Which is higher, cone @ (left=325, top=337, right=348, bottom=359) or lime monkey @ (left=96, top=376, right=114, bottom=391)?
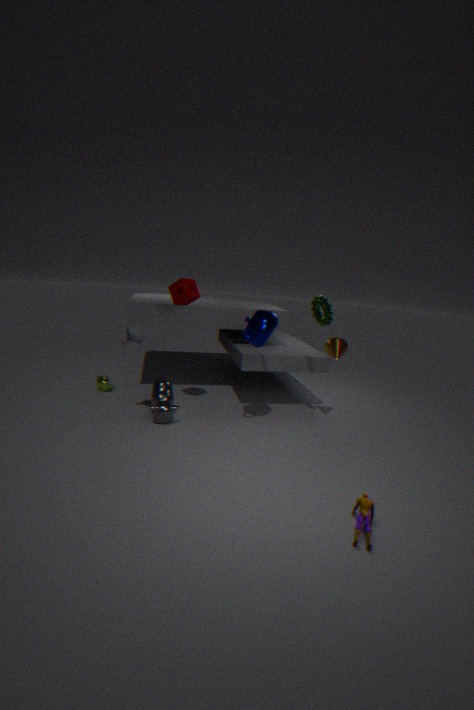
cone @ (left=325, top=337, right=348, bottom=359)
